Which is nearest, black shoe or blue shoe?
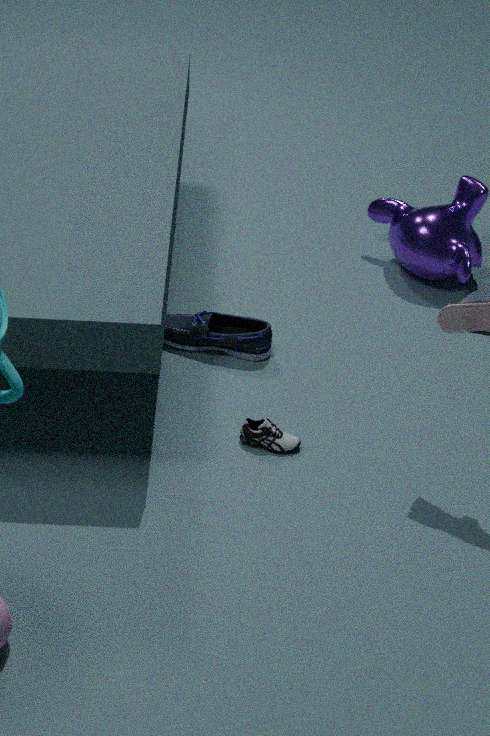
black shoe
